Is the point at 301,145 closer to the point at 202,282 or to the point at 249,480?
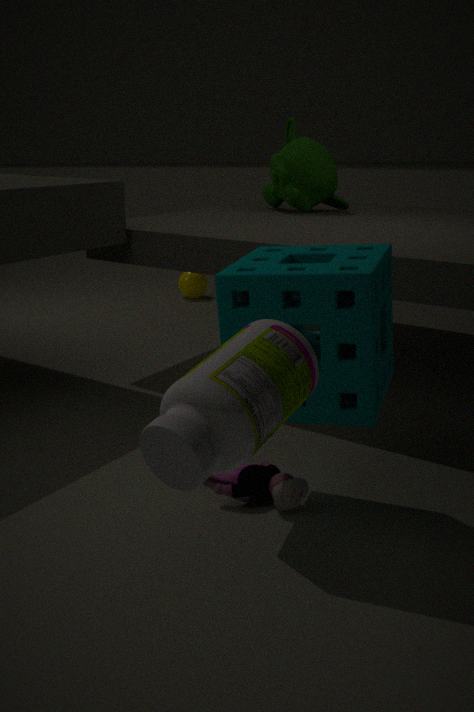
the point at 202,282
